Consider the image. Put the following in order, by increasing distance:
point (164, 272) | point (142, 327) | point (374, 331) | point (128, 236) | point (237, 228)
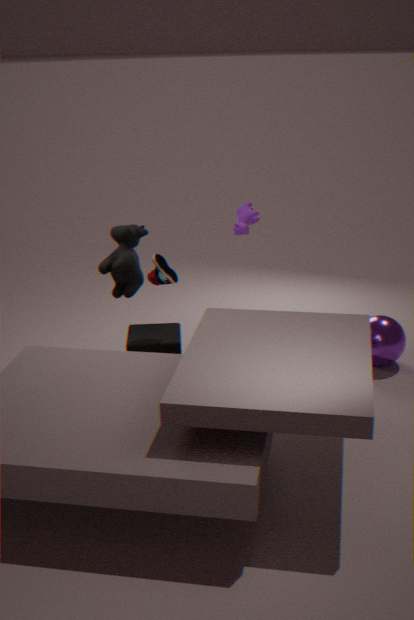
1. point (164, 272)
2. point (128, 236)
3. point (237, 228)
4. point (142, 327)
5. point (374, 331)
